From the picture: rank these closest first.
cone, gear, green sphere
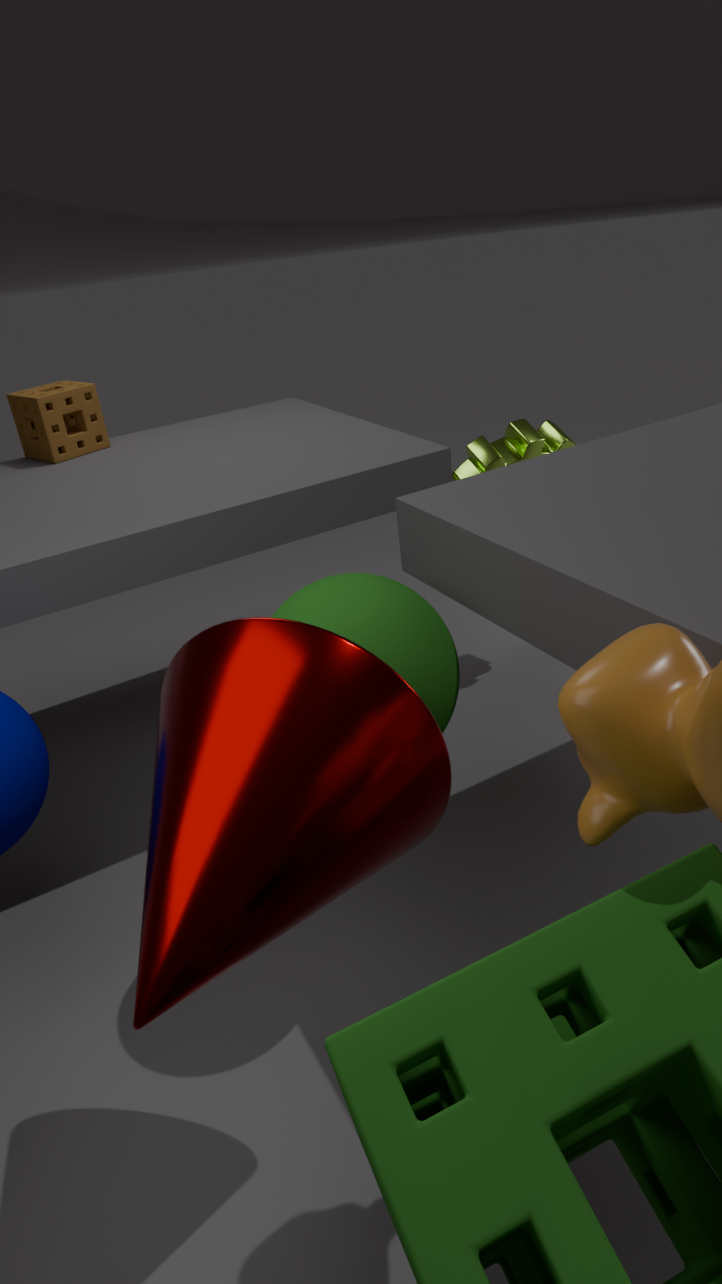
cone < green sphere < gear
